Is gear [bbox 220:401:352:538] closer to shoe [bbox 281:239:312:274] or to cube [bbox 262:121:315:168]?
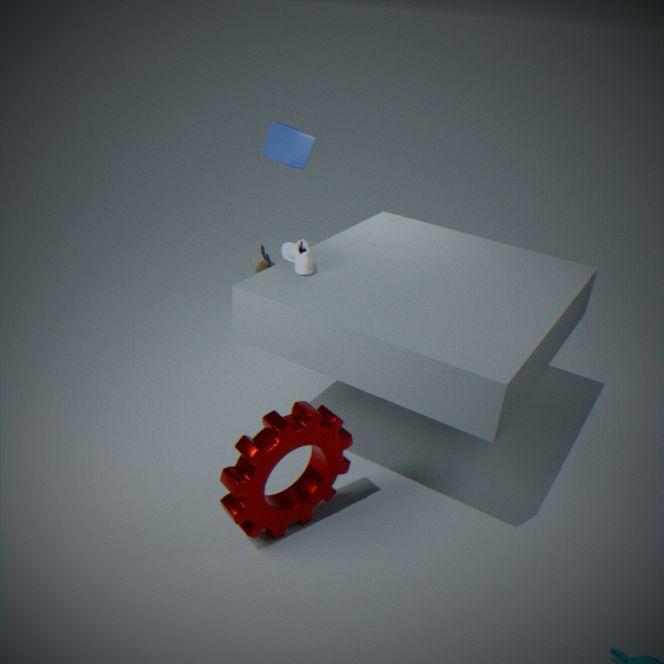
shoe [bbox 281:239:312:274]
